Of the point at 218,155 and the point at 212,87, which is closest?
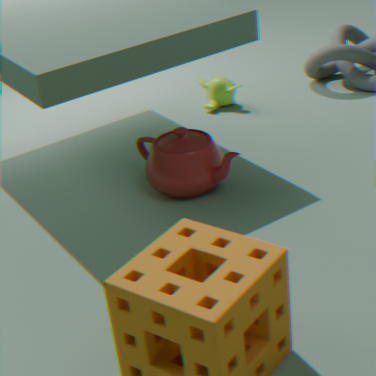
the point at 218,155
